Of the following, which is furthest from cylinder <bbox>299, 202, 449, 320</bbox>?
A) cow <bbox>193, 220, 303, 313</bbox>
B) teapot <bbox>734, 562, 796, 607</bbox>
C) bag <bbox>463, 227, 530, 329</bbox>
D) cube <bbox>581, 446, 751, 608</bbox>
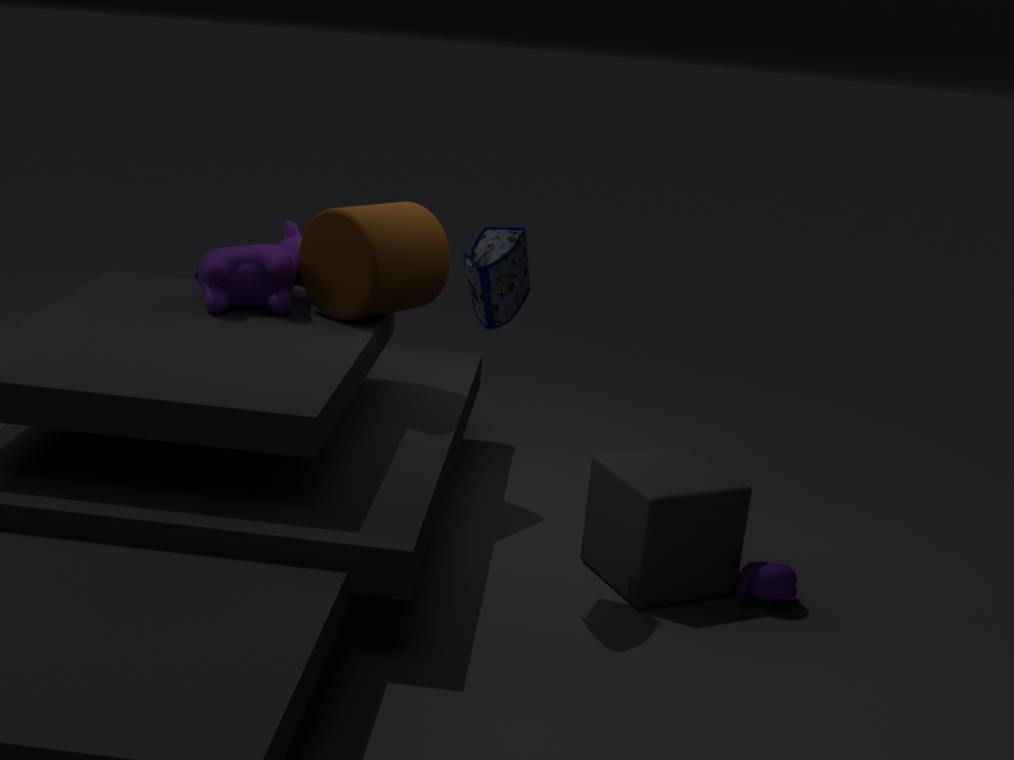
teapot <bbox>734, 562, 796, 607</bbox>
